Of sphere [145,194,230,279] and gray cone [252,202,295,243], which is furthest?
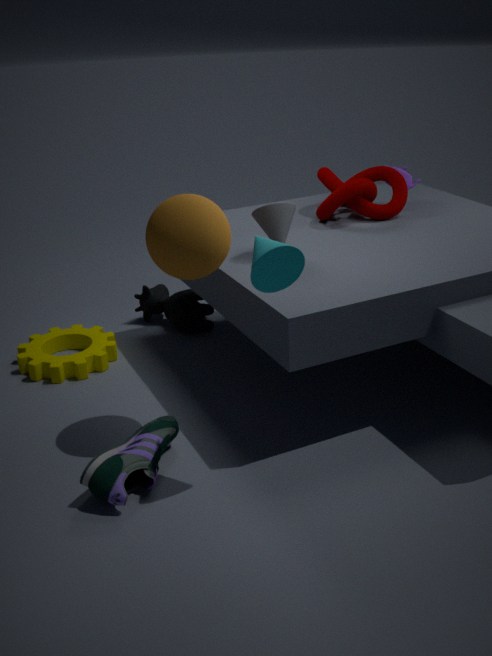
gray cone [252,202,295,243]
